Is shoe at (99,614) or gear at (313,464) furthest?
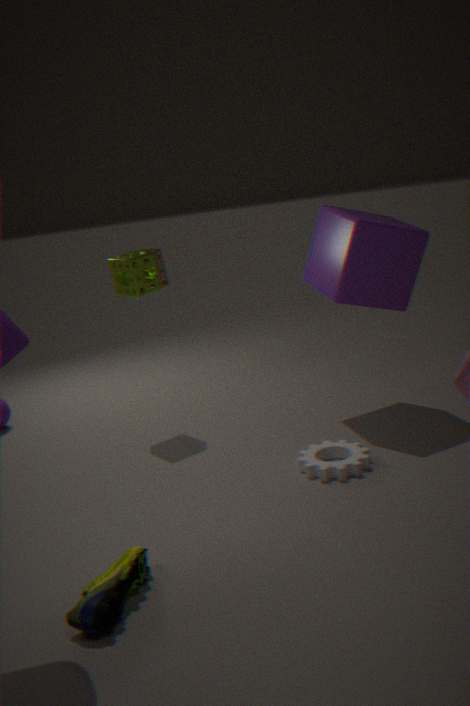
gear at (313,464)
